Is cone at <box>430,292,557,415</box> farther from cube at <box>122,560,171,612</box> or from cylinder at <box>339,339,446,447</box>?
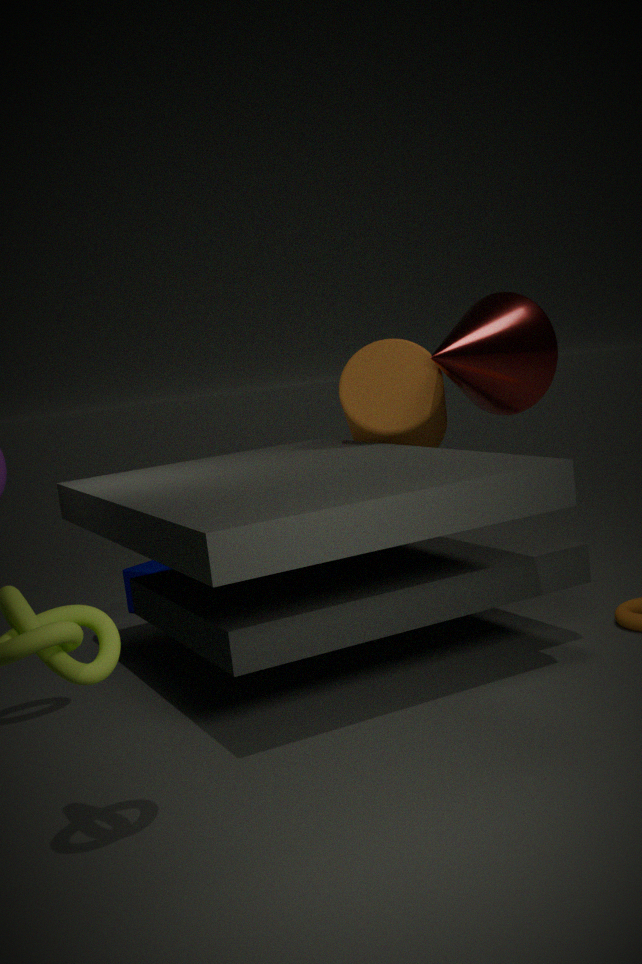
cube at <box>122,560,171,612</box>
